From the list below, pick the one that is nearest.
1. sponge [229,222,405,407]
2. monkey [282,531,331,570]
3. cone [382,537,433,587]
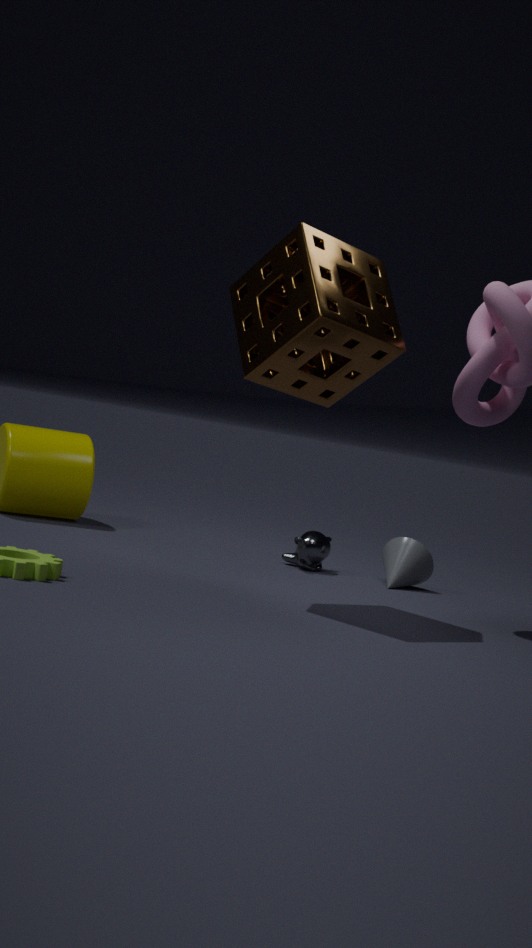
sponge [229,222,405,407]
